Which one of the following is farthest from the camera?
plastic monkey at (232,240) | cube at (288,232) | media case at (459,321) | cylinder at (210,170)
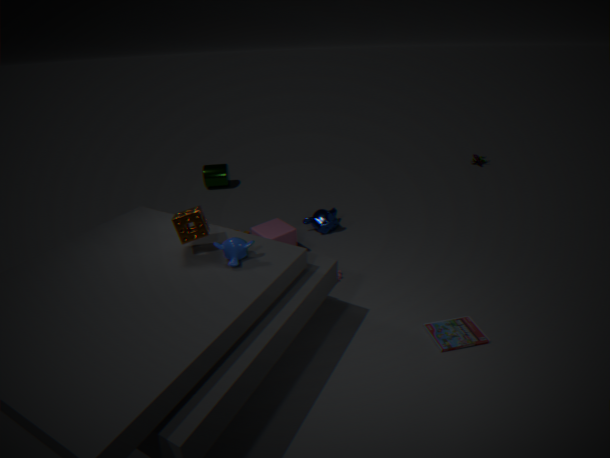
cylinder at (210,170)
